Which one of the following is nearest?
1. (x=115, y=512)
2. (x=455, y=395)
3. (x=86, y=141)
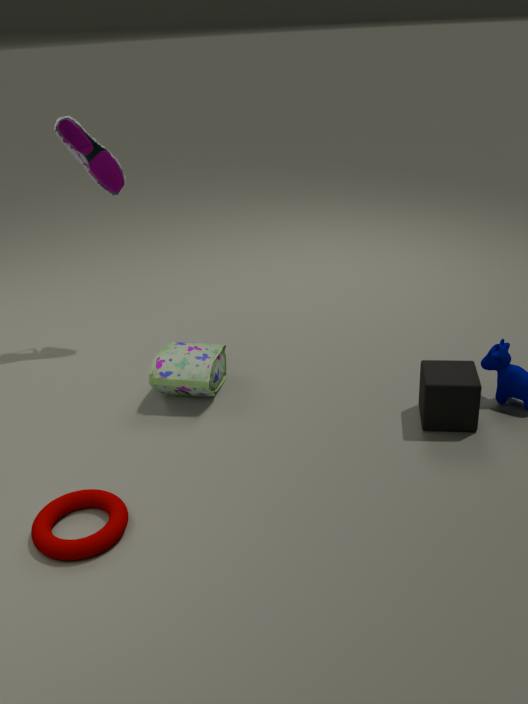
(x=115, y=512)
